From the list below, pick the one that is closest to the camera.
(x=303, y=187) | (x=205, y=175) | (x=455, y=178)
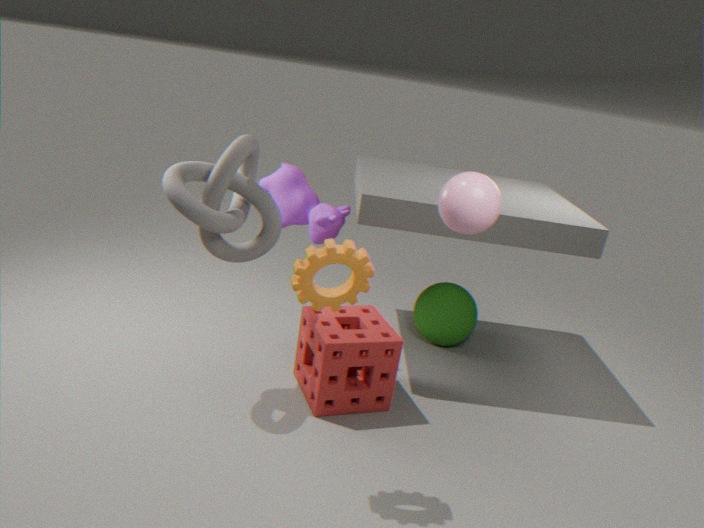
(x=455, y=178)
